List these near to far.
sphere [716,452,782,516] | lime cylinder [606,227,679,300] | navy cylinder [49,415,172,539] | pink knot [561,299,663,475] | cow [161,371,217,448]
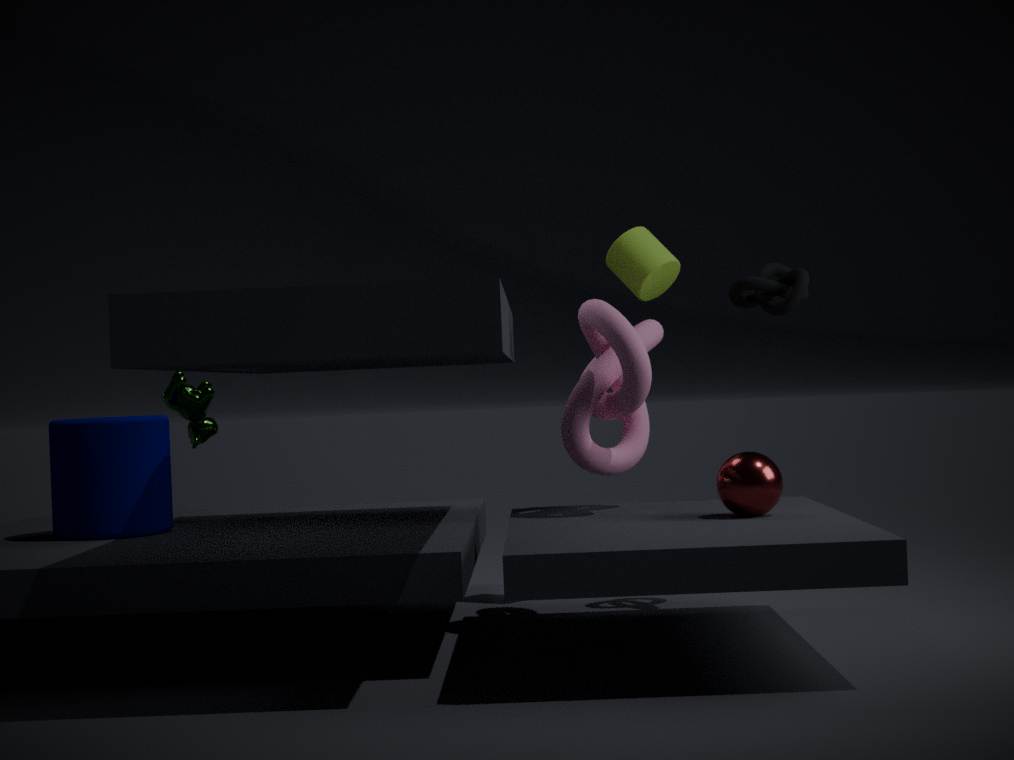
sphere [716,452,782,516]
pink knot [561,299,663,475]
navy cylinder [49,415,172,539]
lime cylinder [606,227,679,300]
cow [161,371,217,448]
